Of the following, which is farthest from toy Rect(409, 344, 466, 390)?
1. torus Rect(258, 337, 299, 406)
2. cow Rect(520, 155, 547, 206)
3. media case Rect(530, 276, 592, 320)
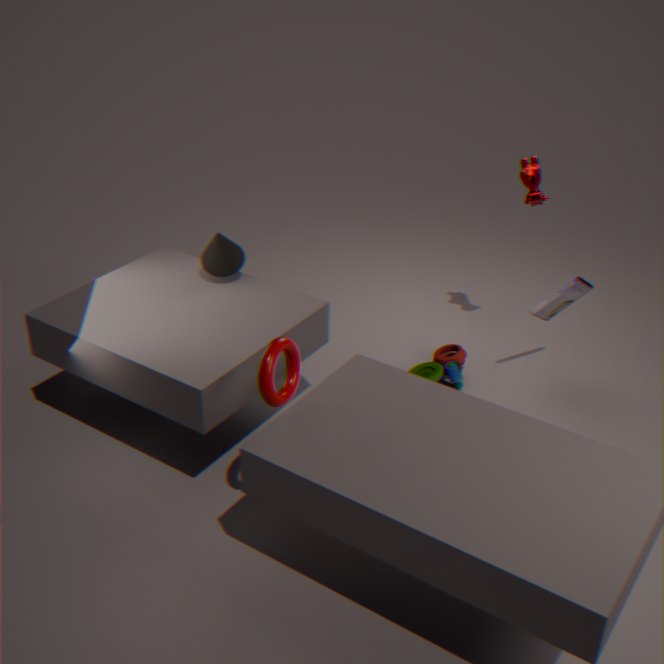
torus Rect(258, 337, 299, 406)
